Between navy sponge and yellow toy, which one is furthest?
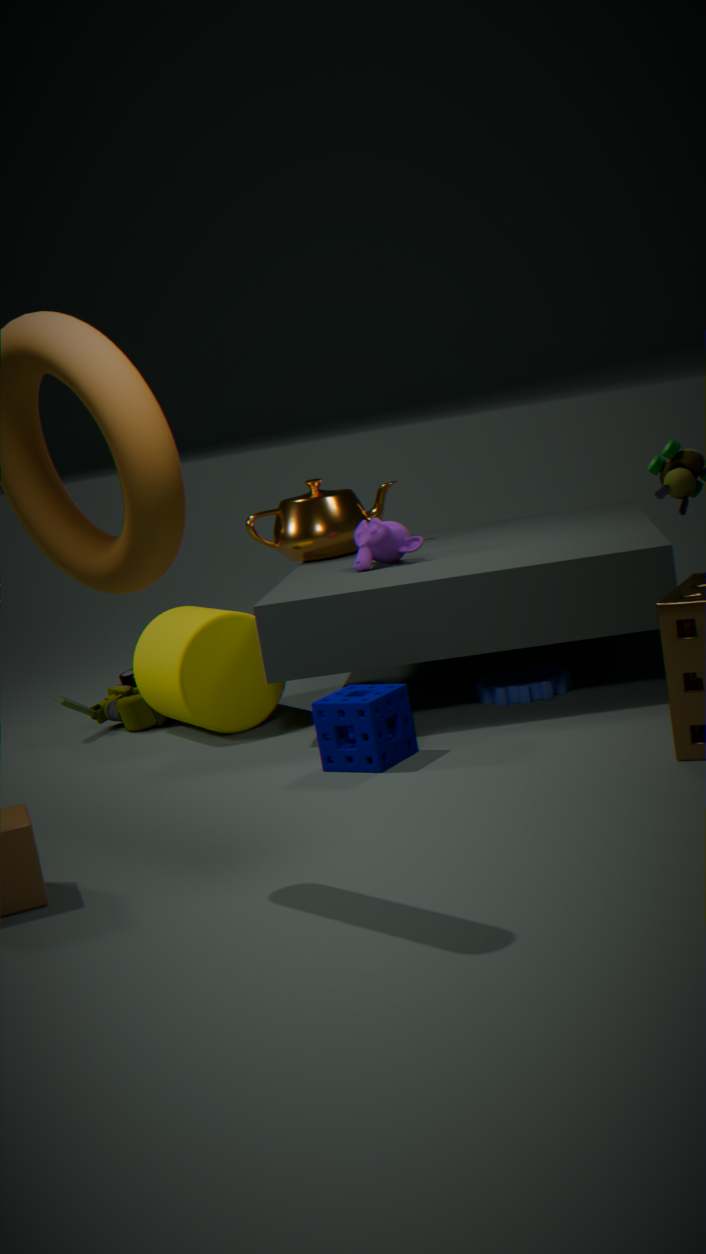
yellow toy
